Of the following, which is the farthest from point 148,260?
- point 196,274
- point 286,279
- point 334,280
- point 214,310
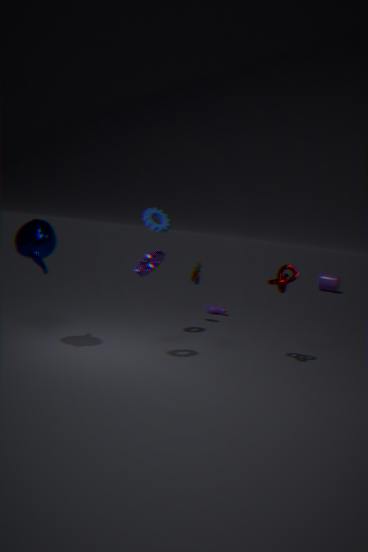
point 334,280
